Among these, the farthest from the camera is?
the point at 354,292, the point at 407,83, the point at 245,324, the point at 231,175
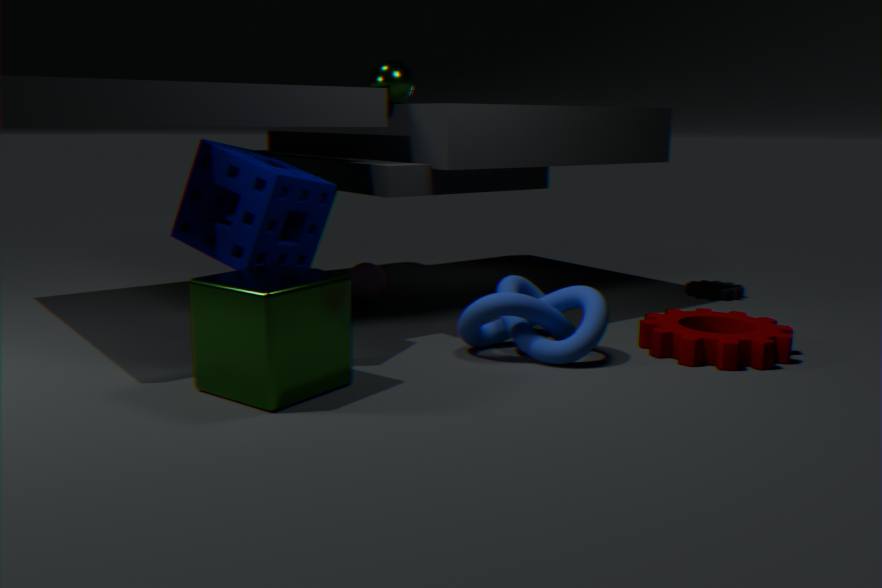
the point at 354,292
